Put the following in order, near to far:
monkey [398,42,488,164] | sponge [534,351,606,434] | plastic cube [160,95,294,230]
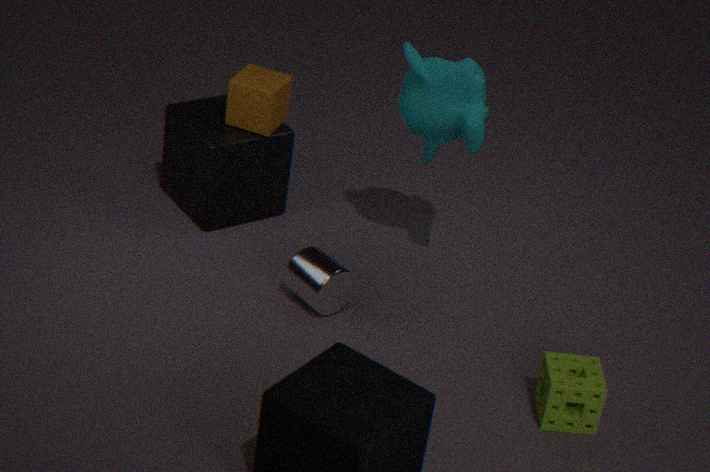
sponge [534,351,606,434], monkey [398,42,488,164], plastic cube [160,95,294,230]
